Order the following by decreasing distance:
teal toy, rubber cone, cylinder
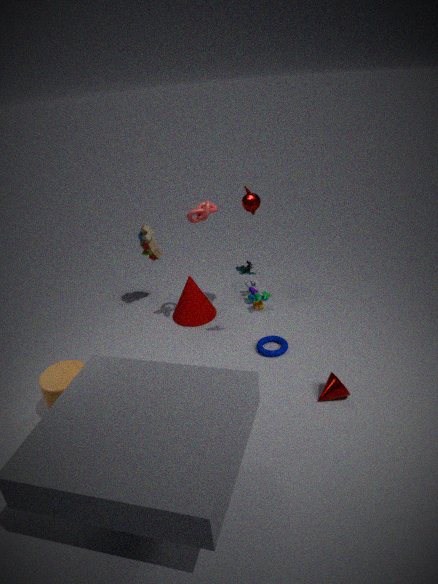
rubber cone, teal toy, cylinder
